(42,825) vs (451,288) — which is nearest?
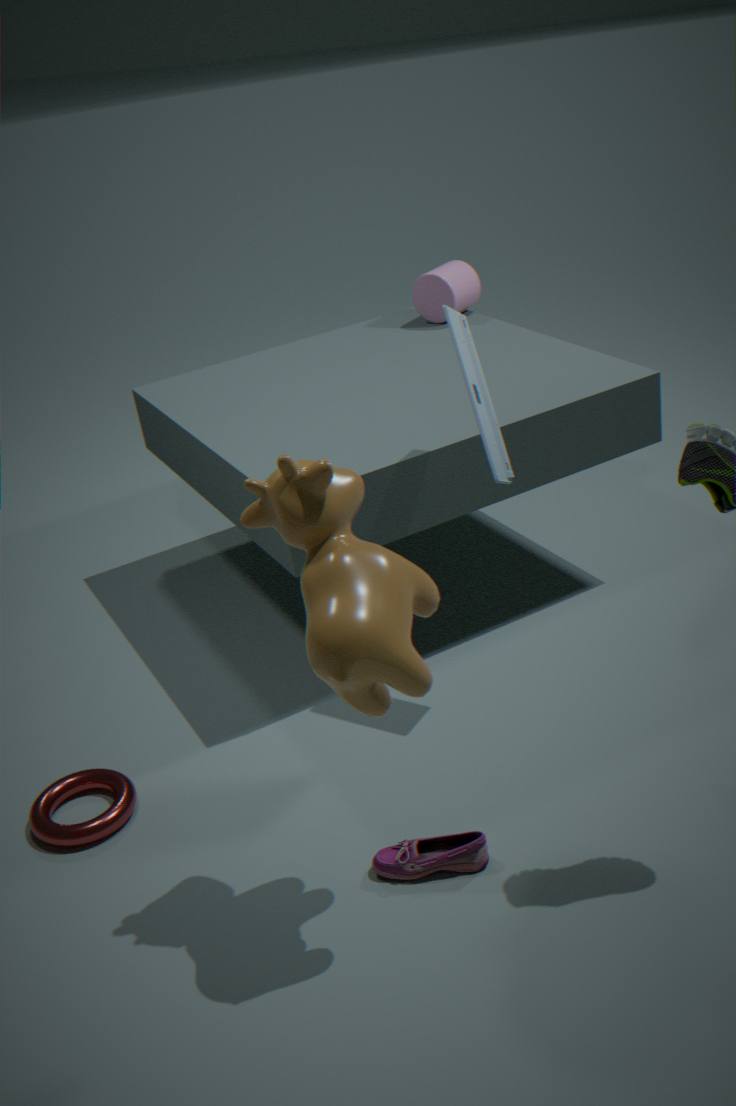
(42,825)
